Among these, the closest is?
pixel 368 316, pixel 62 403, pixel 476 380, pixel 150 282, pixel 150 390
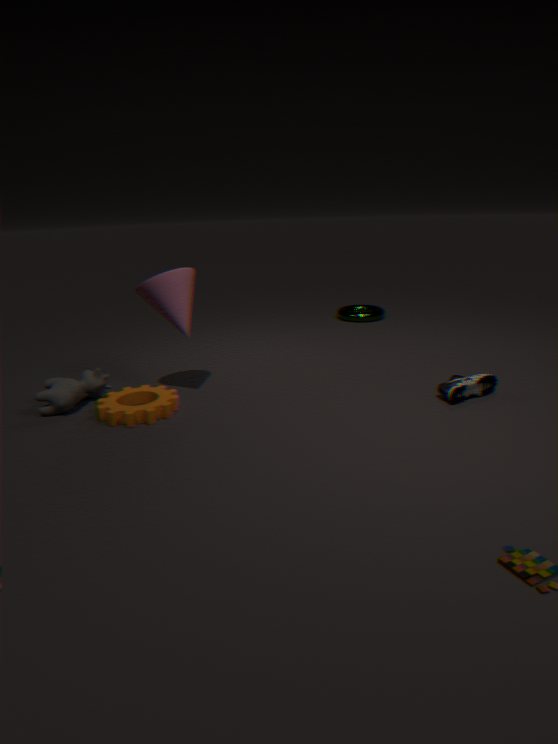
pixel 150 282
